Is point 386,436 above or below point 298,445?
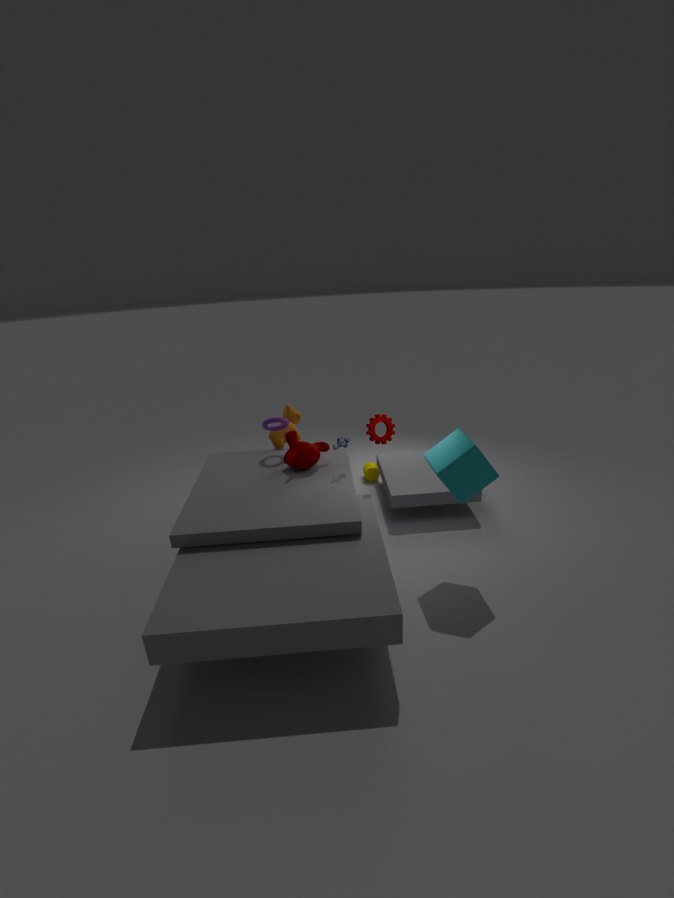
above
